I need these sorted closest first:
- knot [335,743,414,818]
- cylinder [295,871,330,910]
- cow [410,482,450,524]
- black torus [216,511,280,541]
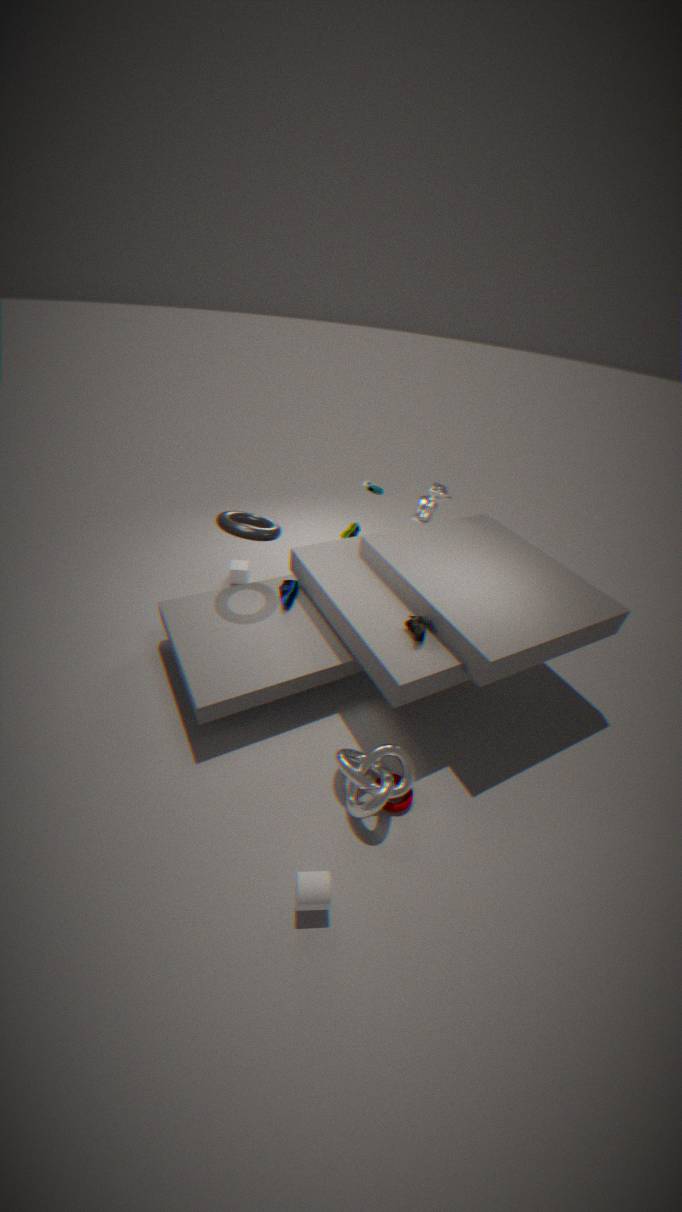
cylinder [295,871,330,910]
knot [335,743,414,818]
black torus [216,511,280,541]
cow [410,482,450,524]
